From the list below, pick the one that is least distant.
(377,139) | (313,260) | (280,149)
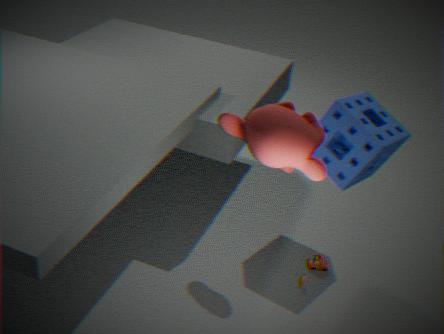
(280,149)
